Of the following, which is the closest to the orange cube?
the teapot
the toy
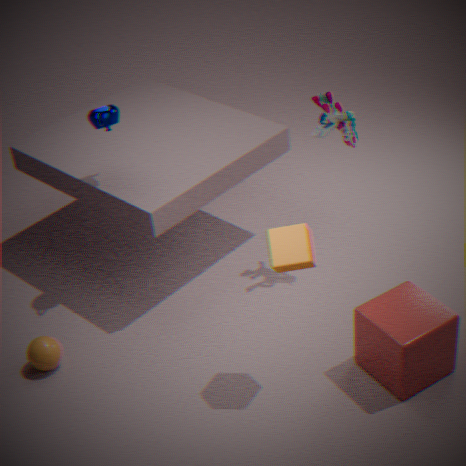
the toy
